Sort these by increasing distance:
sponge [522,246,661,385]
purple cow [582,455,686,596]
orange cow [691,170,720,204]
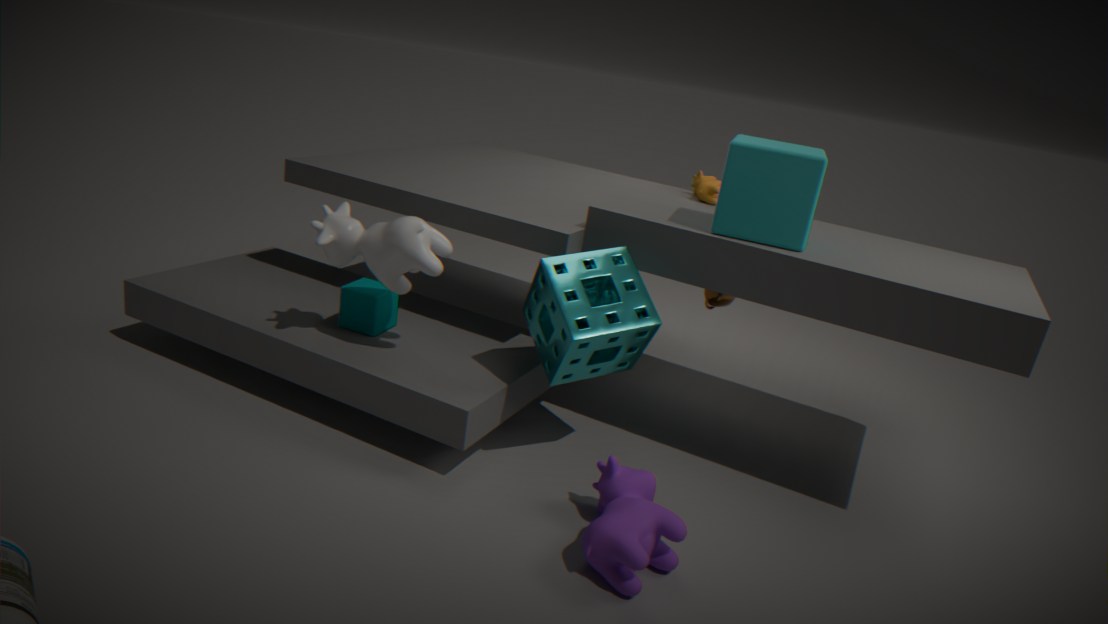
purple cow [582,455,686,596]
sponge [522,246,661,385]
orange cow [691,170,720,204]
